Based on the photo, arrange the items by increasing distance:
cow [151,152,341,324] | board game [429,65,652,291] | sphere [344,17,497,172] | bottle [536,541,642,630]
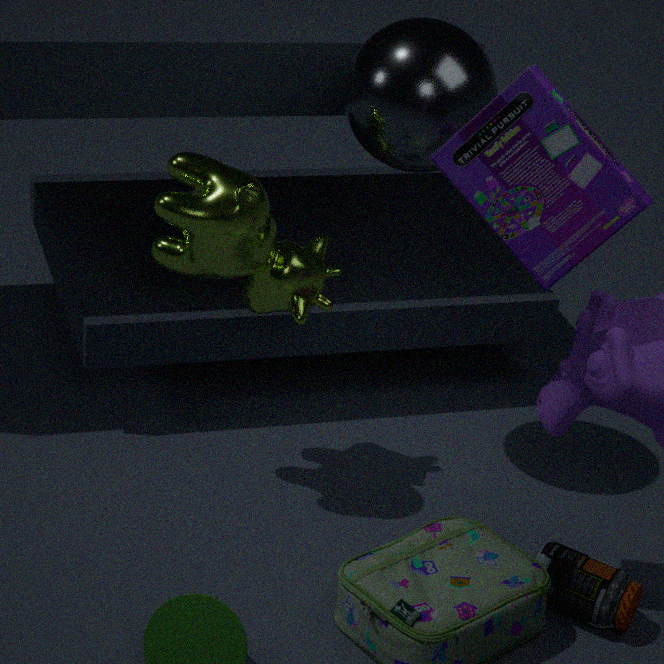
1. board game [429,65,652,291]
2. cow [151,152,341,324]
3. bottle [536,541,642,630]
4. sphere [344,17,497,172]
